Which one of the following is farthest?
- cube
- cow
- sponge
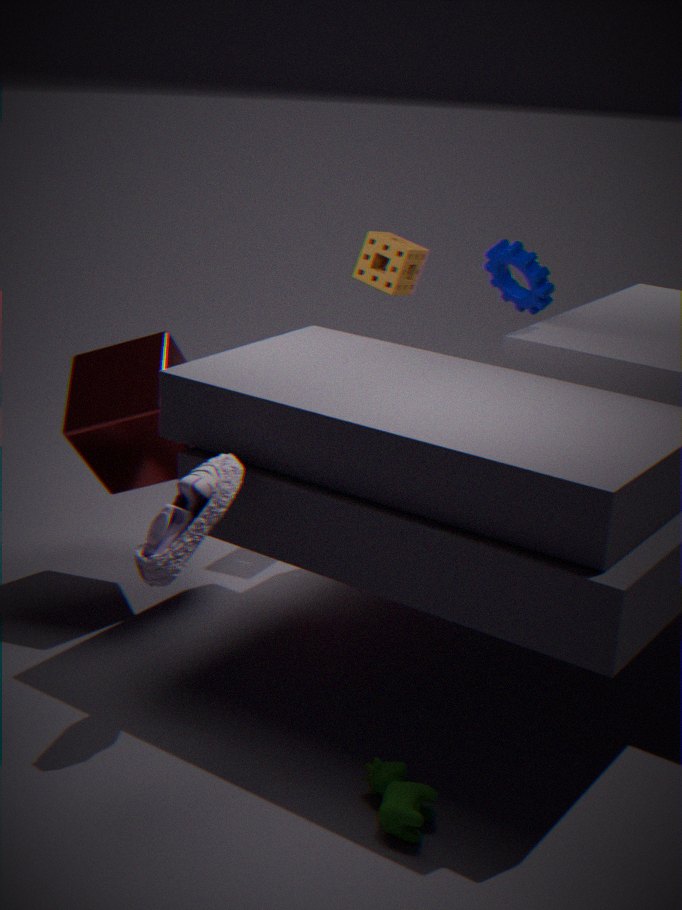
sponge
